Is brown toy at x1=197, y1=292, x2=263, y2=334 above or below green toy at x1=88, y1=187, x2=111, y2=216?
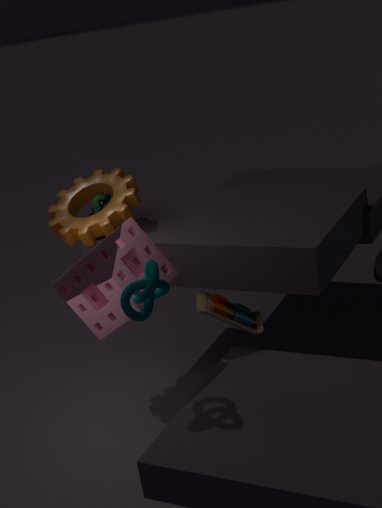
below
